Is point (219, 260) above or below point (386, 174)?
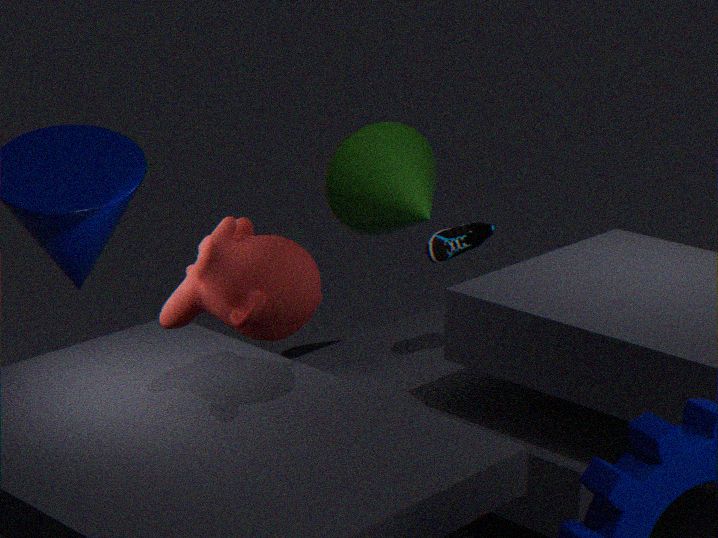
above
